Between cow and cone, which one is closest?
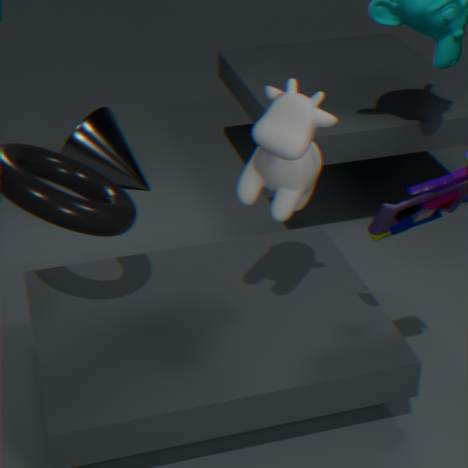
cow
